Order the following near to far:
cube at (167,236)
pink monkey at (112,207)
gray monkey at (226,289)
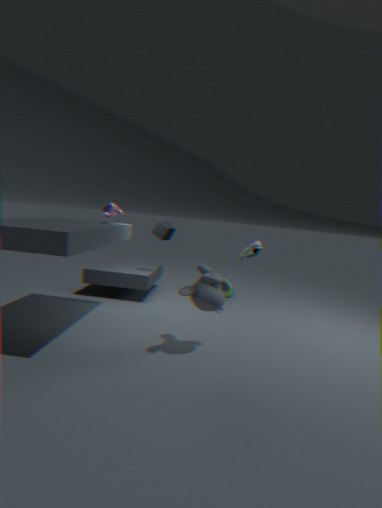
gray monkey at (226,289)
pink monkey at (112,207)
cube at (167,236)
